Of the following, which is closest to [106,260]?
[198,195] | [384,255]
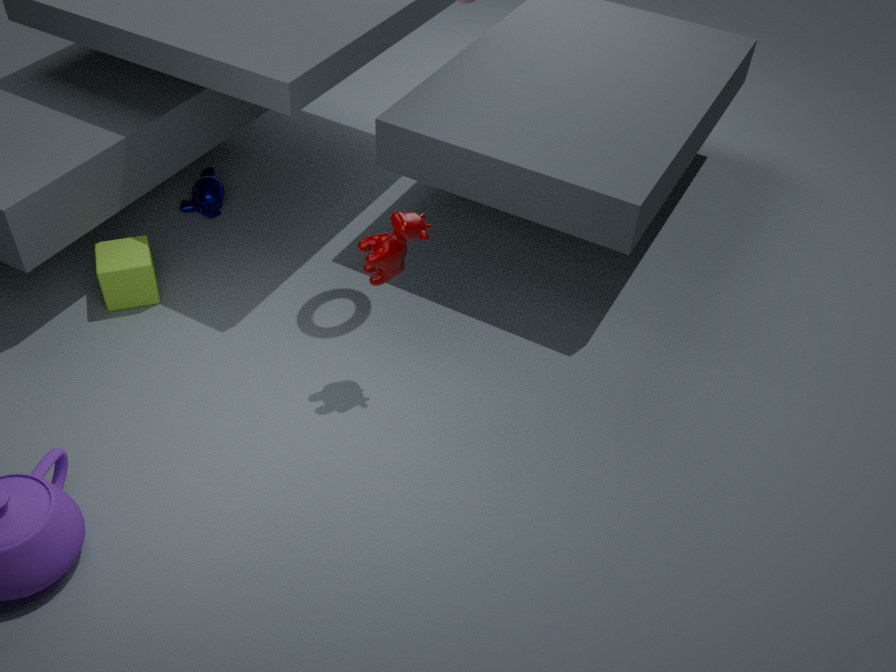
[198,195]
